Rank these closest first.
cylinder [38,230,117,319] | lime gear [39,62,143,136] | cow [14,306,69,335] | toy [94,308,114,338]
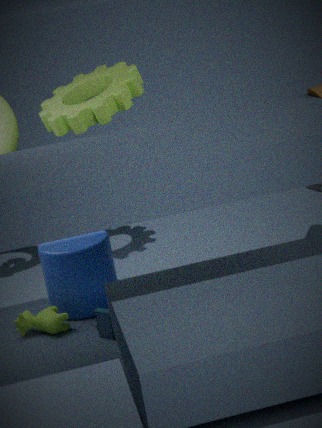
toy [94,308,114,338] → cow [14,306,69,335] → cylinder [38,230,117,319] → lime gear [39,62,143,136]
